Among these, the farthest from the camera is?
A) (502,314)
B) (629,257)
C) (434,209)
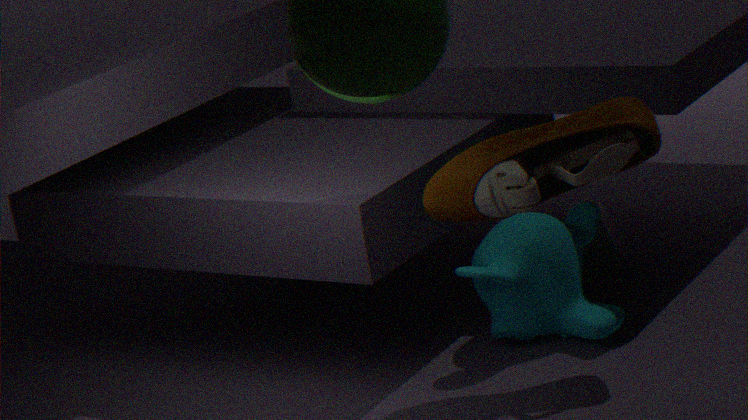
(629,257)
